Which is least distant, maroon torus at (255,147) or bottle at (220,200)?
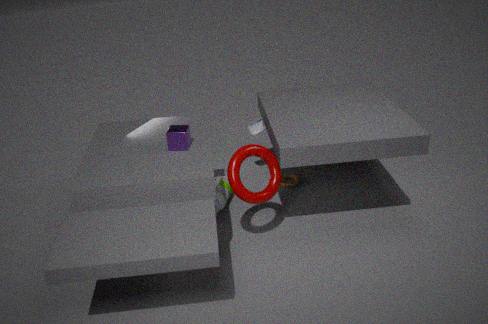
maroon torus at (255,147)
